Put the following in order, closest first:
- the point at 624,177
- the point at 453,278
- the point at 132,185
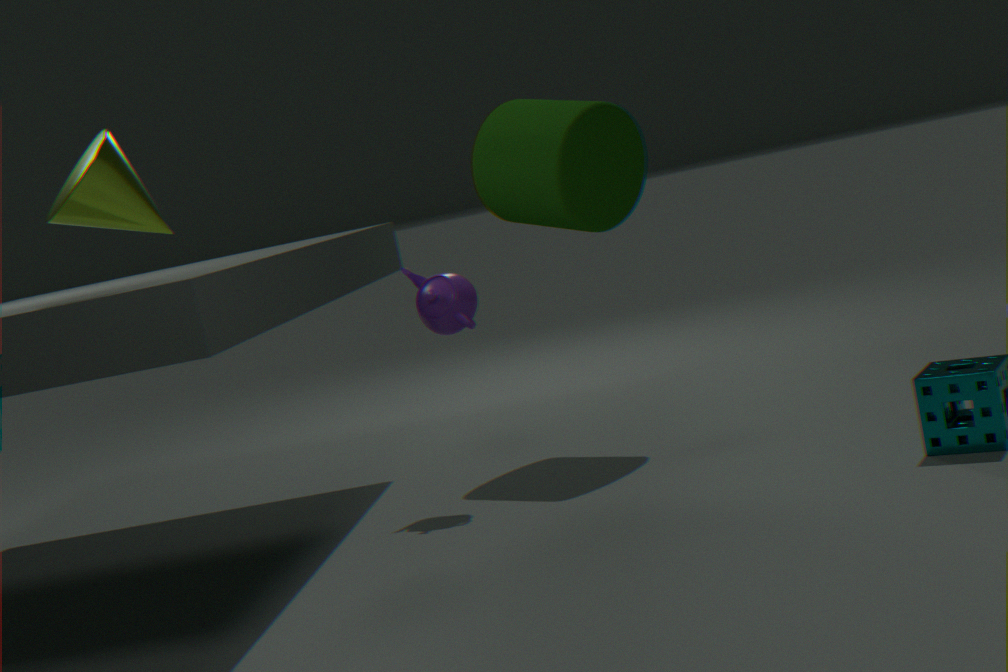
the point at 132,185 → the point at 453,278 → the point at 624,177
